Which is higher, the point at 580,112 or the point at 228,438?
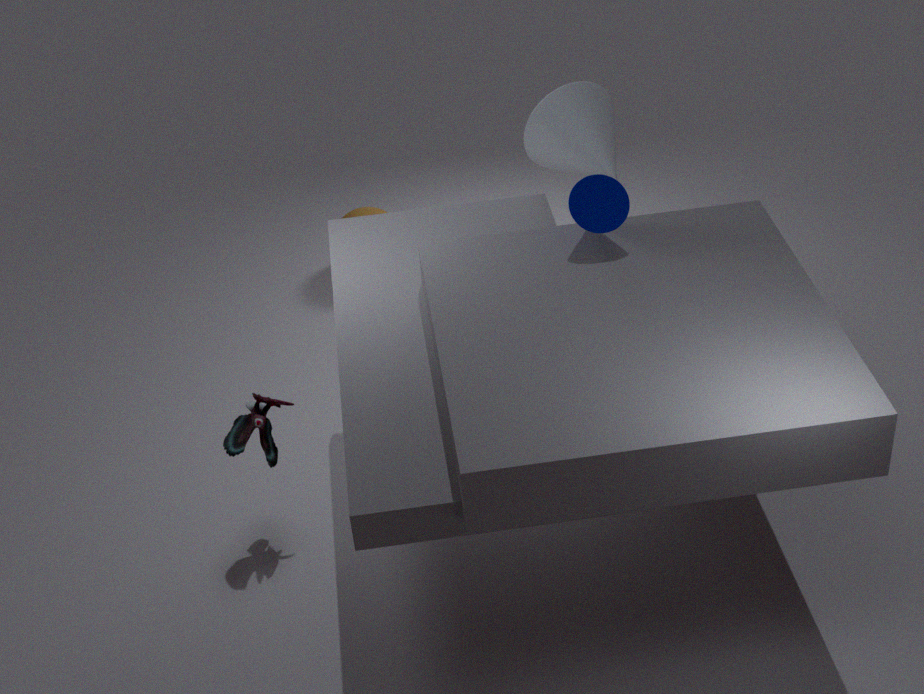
the point at 580,112
